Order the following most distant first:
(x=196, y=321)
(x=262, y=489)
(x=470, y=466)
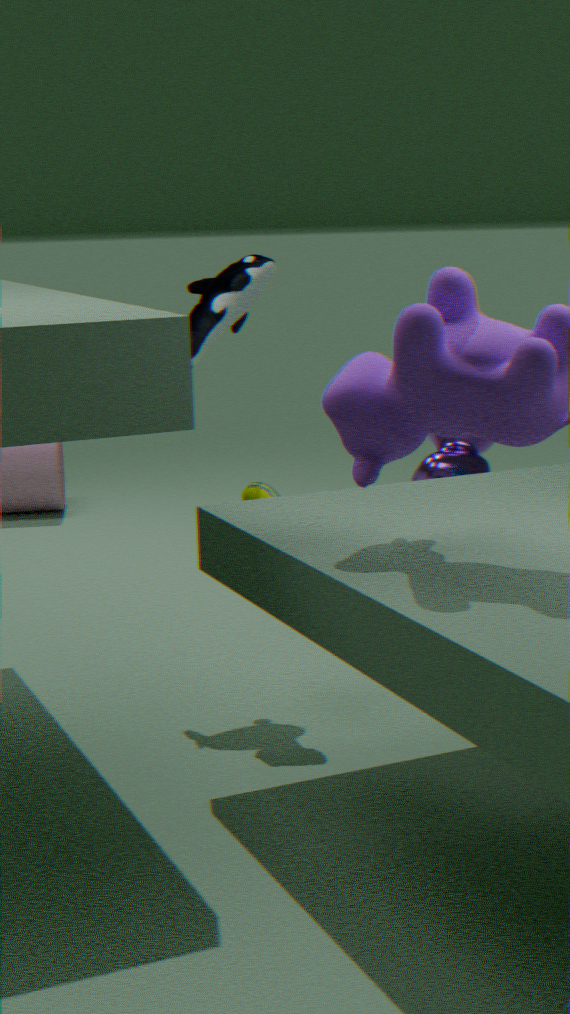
(x=470, y=466), (x=196, y=321), (x=262, y=489)
